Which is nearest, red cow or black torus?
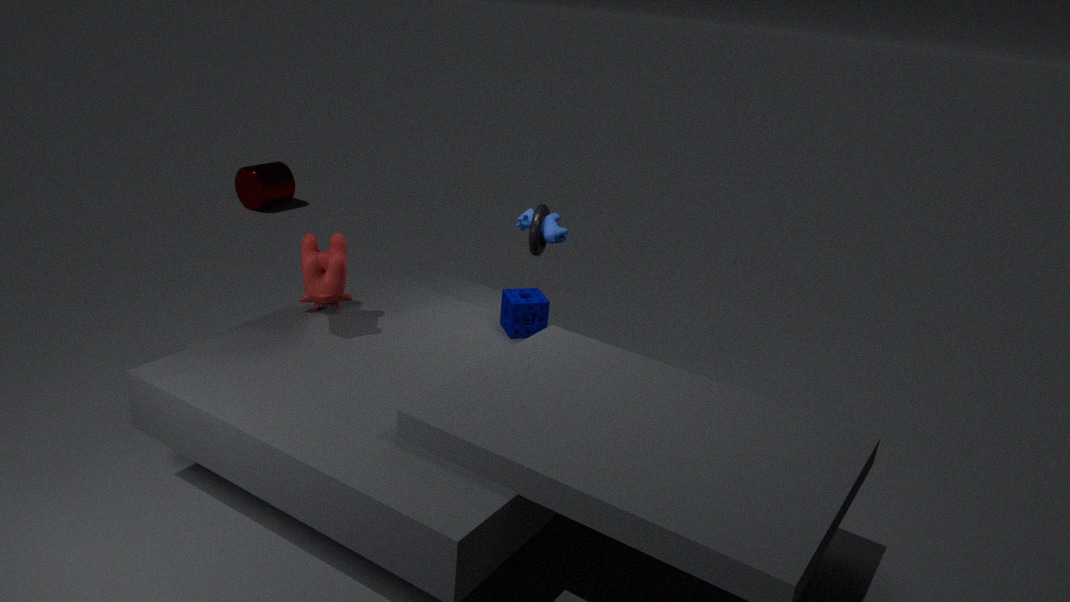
red cow
